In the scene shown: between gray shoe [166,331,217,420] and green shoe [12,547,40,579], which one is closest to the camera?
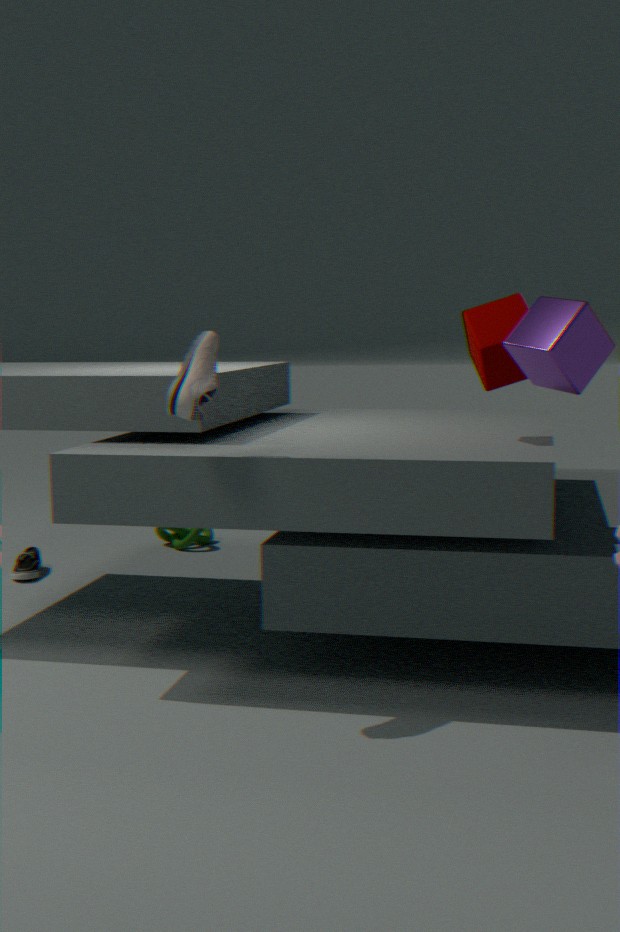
gray shoe [166,331,217,420]
